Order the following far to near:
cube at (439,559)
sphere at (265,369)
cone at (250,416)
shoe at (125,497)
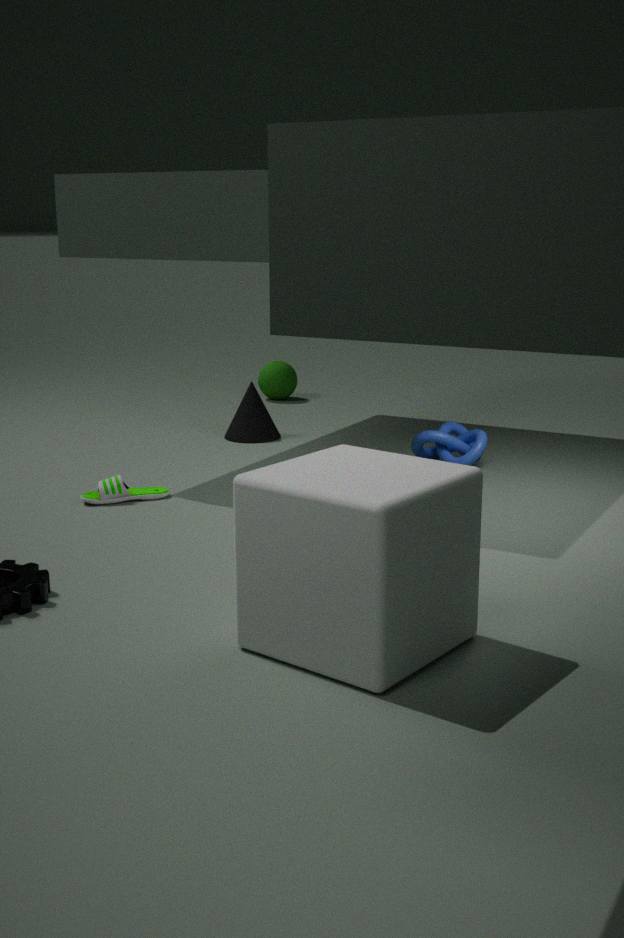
sphere at (265,369) < cone at (250,416) < shoe at (125,497) < cube at (439,559)
